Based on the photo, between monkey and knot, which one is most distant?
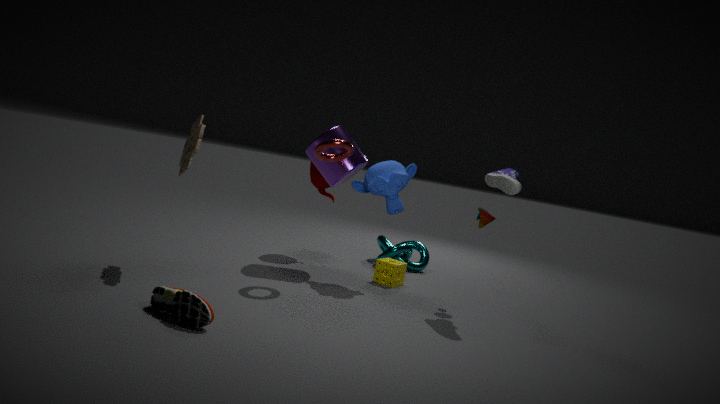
knot
